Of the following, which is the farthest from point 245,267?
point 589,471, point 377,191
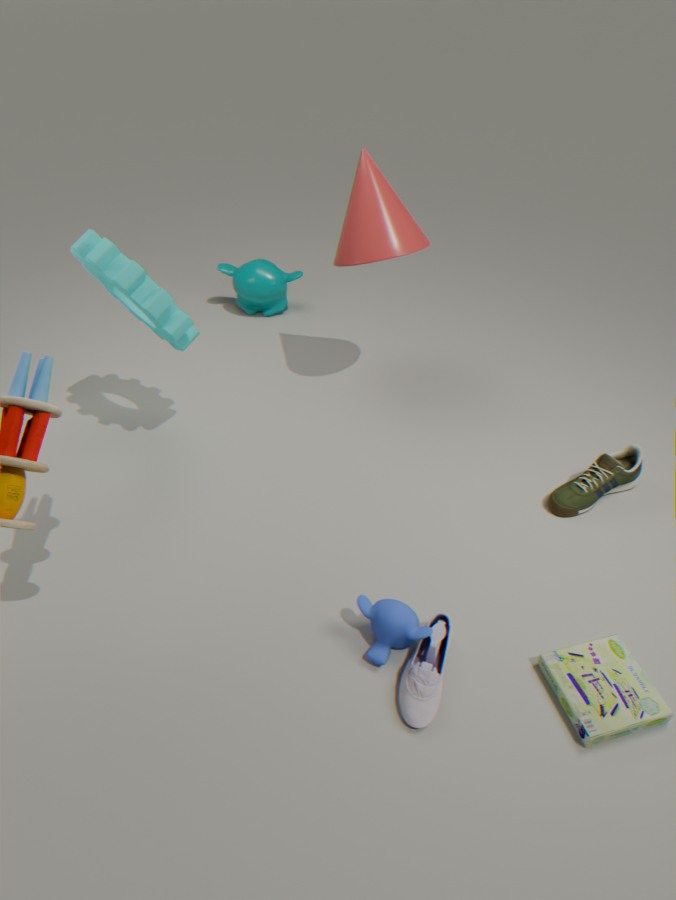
point 589,471
